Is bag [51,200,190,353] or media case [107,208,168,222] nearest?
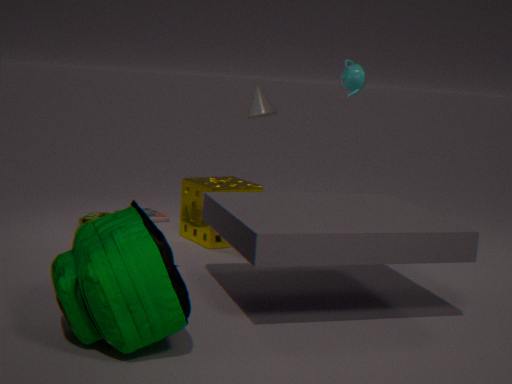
bag [51,200,190,353]
